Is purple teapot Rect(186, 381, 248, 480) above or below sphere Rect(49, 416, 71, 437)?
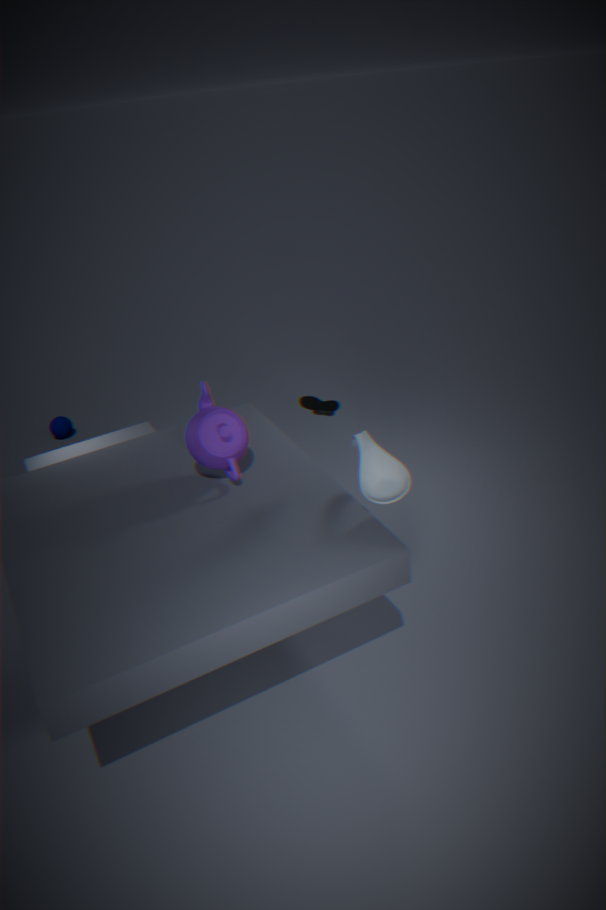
above
